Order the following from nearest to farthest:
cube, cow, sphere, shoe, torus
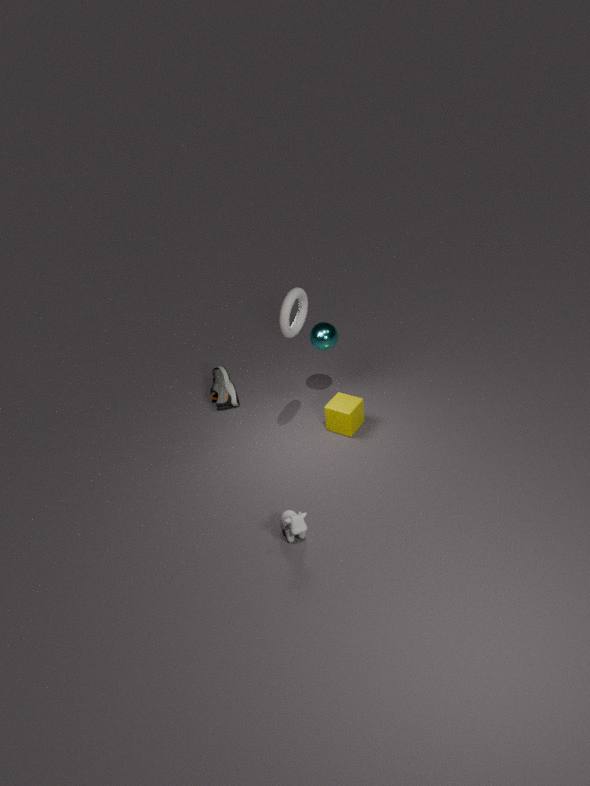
1. cow
2. torus
3. cube
4. sphere
5. shoe
